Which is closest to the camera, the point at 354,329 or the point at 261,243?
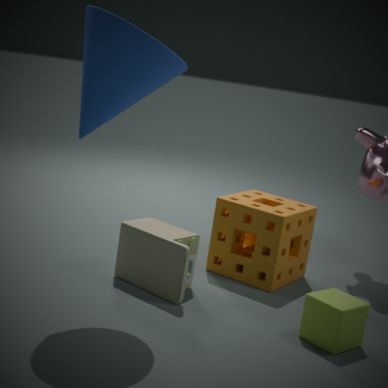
the point at 354,329
